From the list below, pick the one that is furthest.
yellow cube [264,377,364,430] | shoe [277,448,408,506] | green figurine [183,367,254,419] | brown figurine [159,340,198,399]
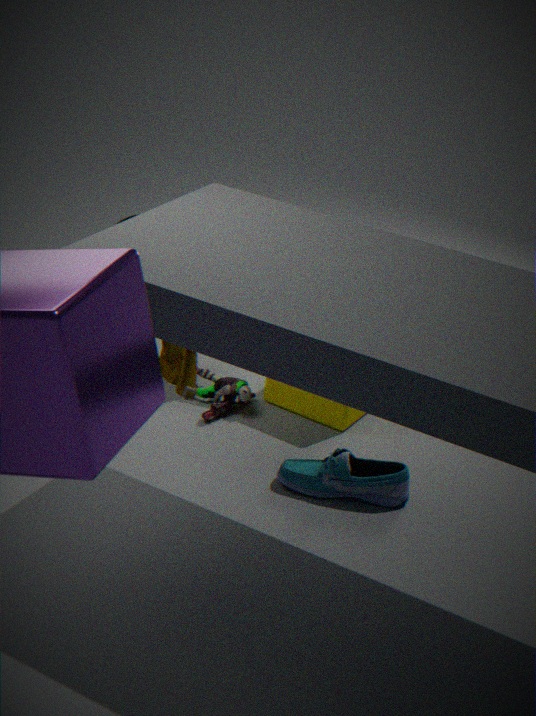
brown figurine [159,340,198,399]
